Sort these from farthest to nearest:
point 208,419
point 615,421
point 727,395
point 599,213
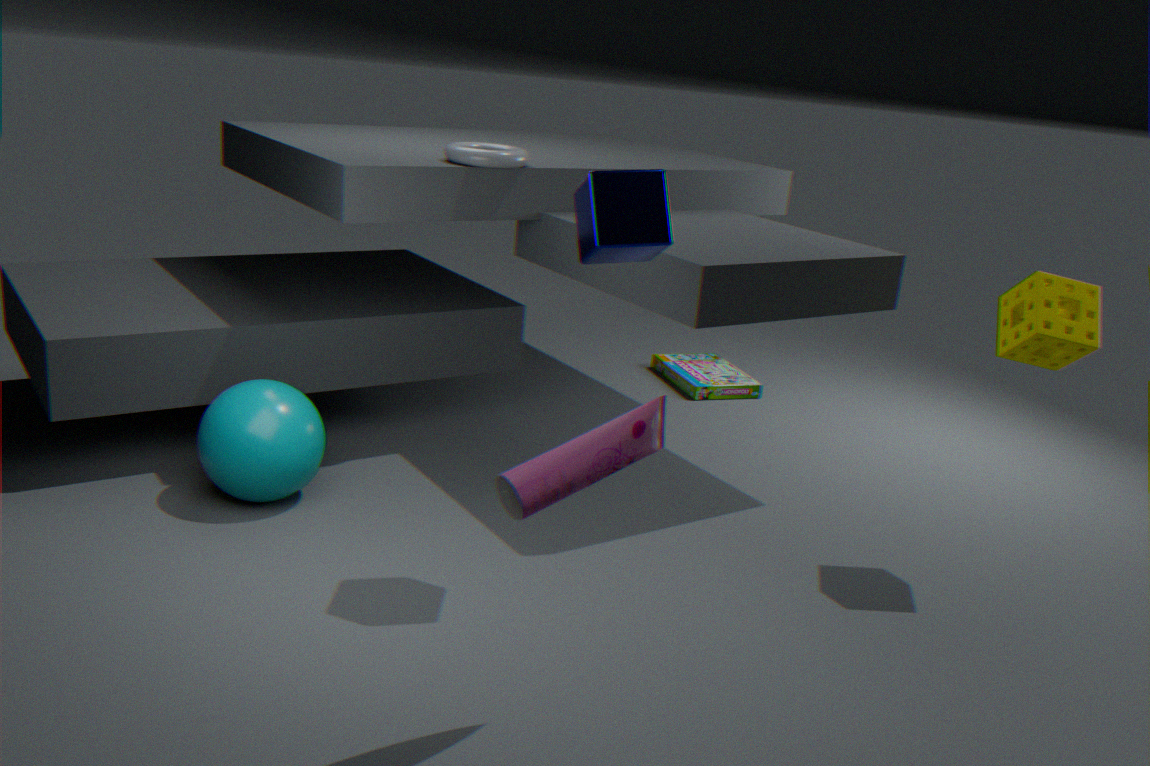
1. point 727,395
2. point 208,419
3. point 599,213
4. point 615,421
